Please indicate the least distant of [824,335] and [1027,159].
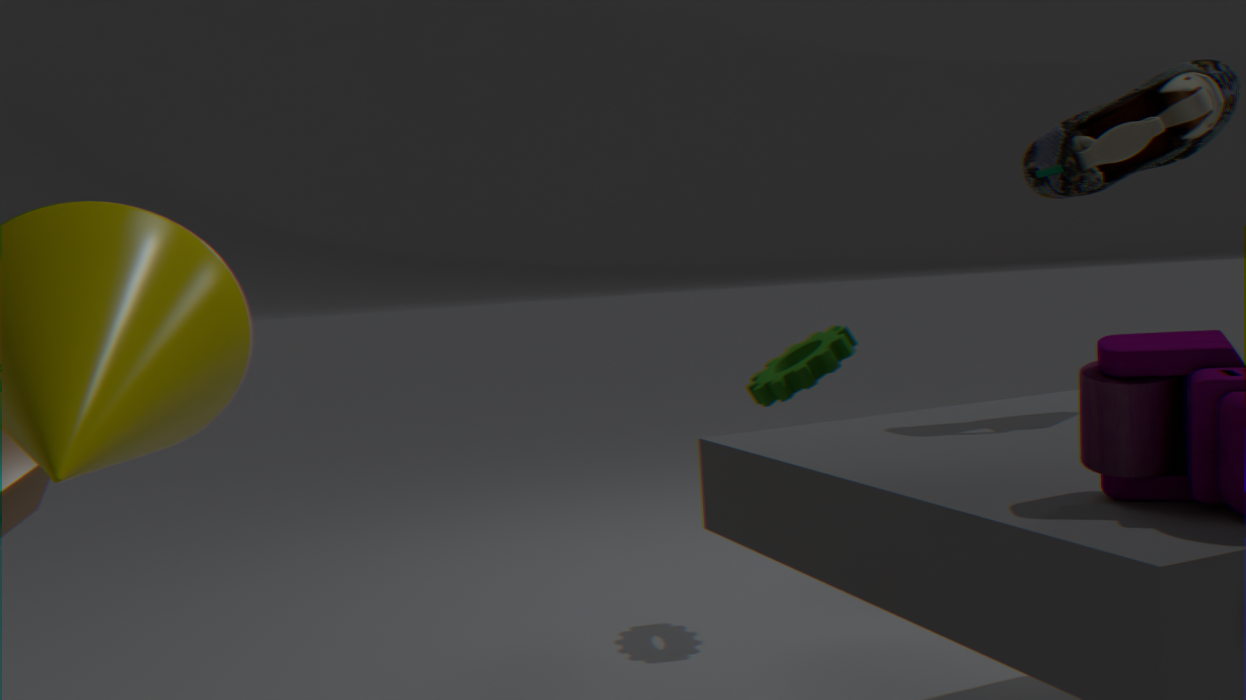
[1027,159]
